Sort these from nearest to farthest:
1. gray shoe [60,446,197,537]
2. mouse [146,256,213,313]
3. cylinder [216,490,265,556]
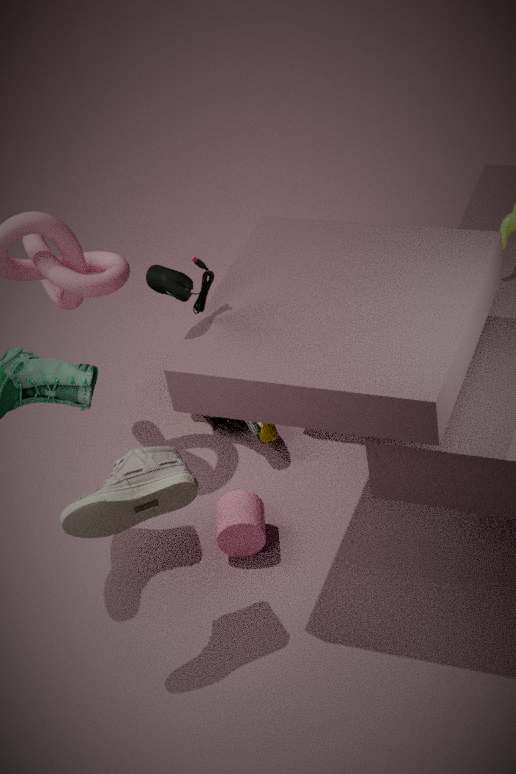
1. gray shoe [60,446,197,537]
2. mouse [146,256,213,313]
3. cylinder [216,490,265,556]
